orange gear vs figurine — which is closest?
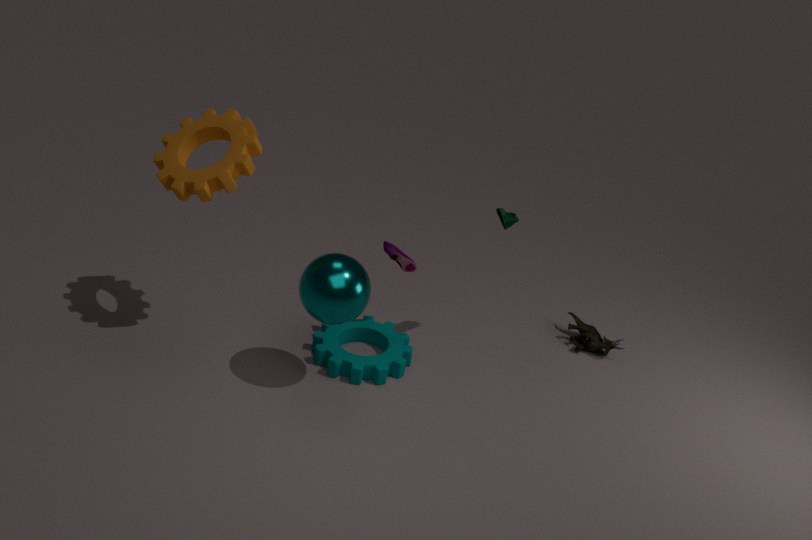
orange gear
